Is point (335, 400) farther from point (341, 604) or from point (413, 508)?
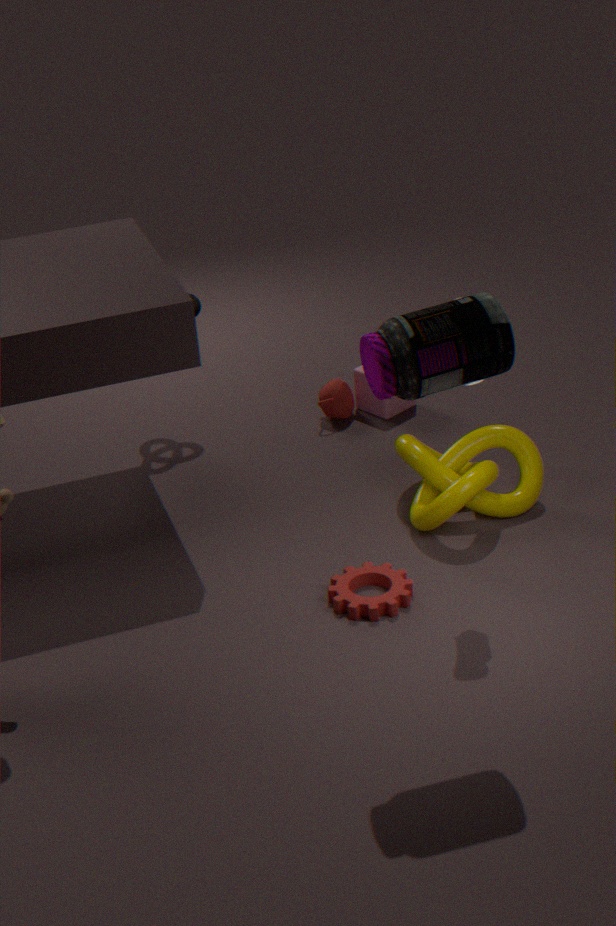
point (341, 604)
